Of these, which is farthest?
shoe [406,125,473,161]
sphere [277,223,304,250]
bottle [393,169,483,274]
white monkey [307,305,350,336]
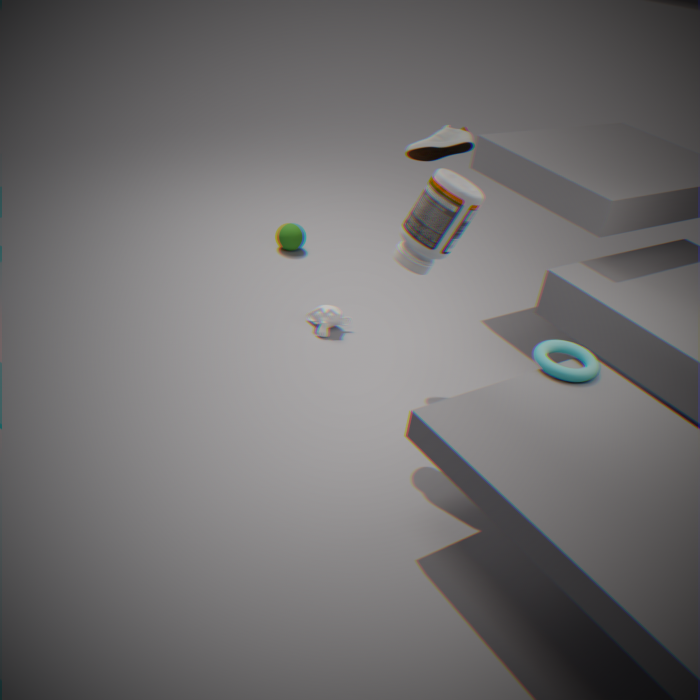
sphere [277,223,304,250]
